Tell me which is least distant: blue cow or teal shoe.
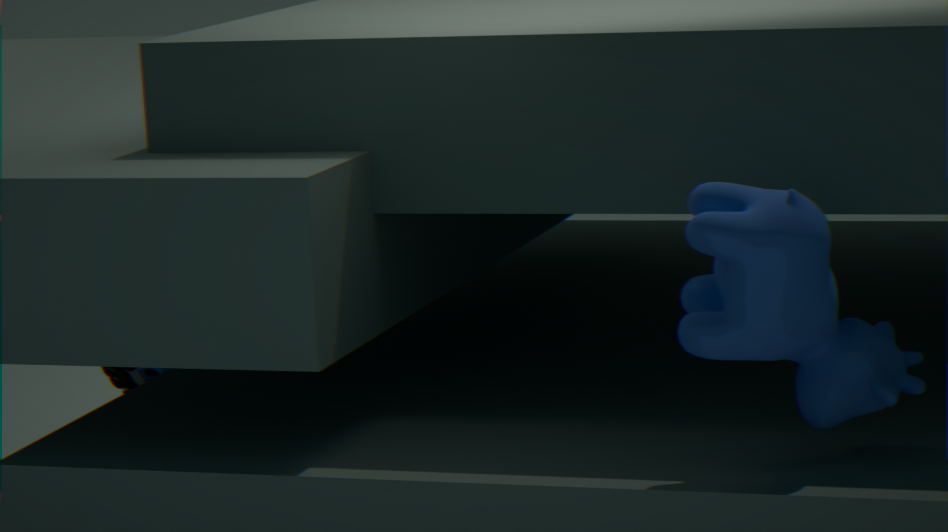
blue cow
